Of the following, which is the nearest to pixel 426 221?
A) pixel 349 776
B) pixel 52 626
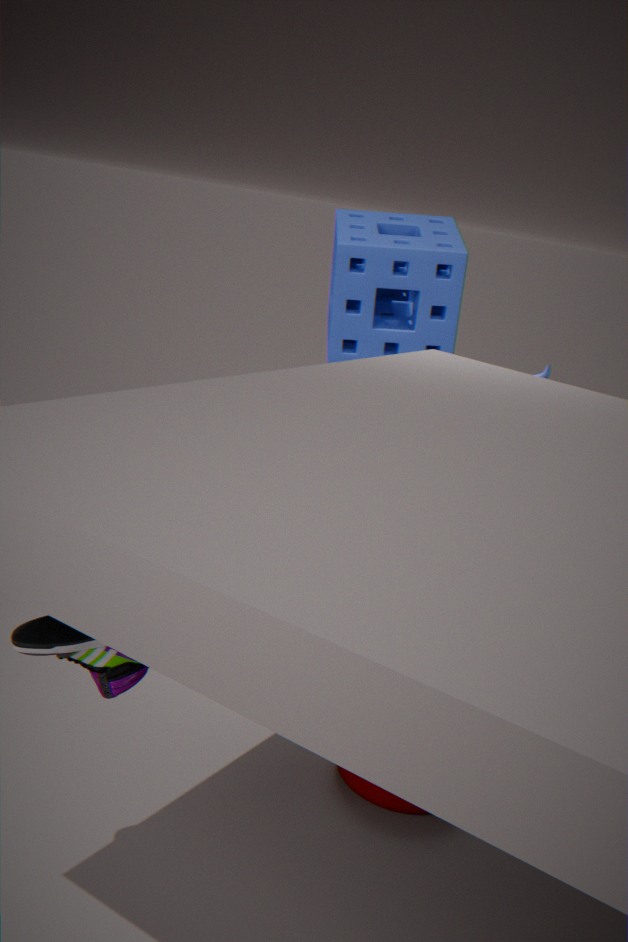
pixel 349 776
